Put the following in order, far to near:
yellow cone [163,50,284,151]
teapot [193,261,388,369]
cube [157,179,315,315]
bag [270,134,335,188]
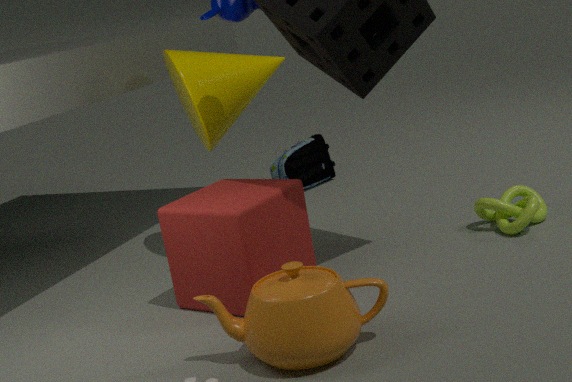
bag [270,134,335,188] → yellow cone [163,50,284,151] → cube [157,179,315,315] → teapot [193,261,388,369]
